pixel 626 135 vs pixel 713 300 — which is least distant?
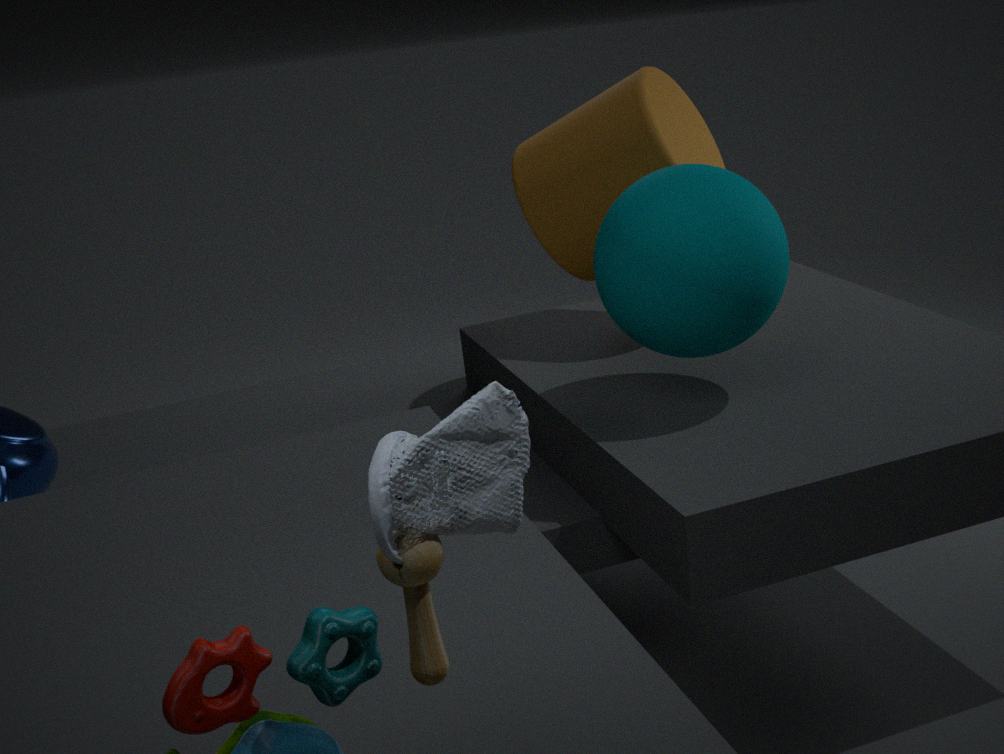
pixel 713 300
